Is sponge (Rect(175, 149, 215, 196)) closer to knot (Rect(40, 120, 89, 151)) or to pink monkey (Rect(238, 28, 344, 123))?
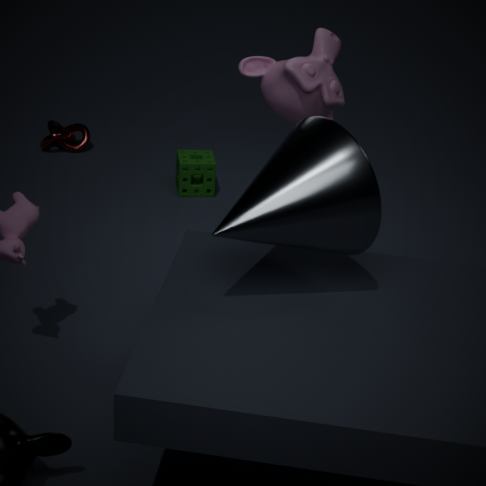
knot (Rect(40, 120, 89, 151))
